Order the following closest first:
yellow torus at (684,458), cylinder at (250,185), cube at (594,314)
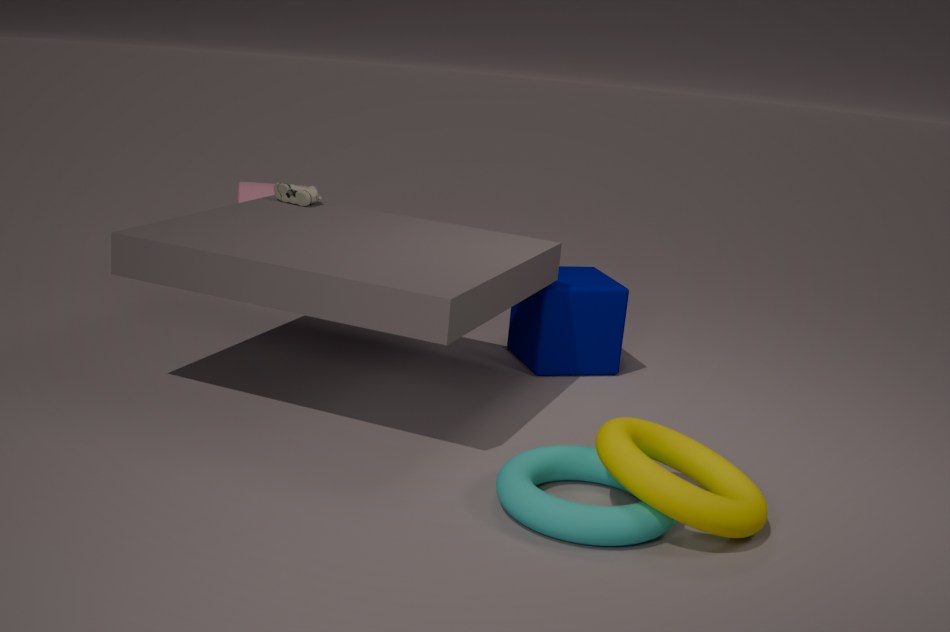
1. yellow torus at (684,458)
2. cube at (594,314)
3. cylinder at (250,185)
